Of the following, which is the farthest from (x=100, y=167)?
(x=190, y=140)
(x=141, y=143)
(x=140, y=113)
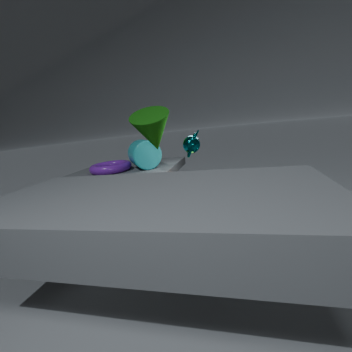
(x=190, y=140)
